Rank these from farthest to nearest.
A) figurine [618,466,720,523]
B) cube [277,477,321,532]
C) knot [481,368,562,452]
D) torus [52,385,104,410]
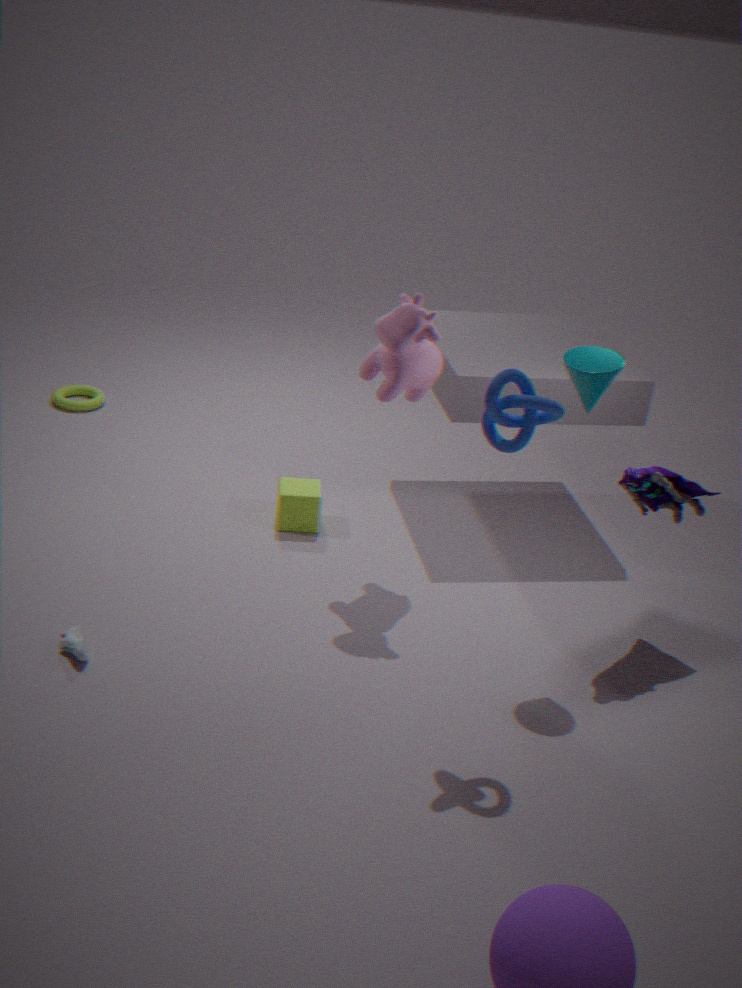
1. torus [52,385,104,410]
2. cube [277,477,321,532]
3. figurine [618,466,720,523]
4. knot [481,368,562,452]
